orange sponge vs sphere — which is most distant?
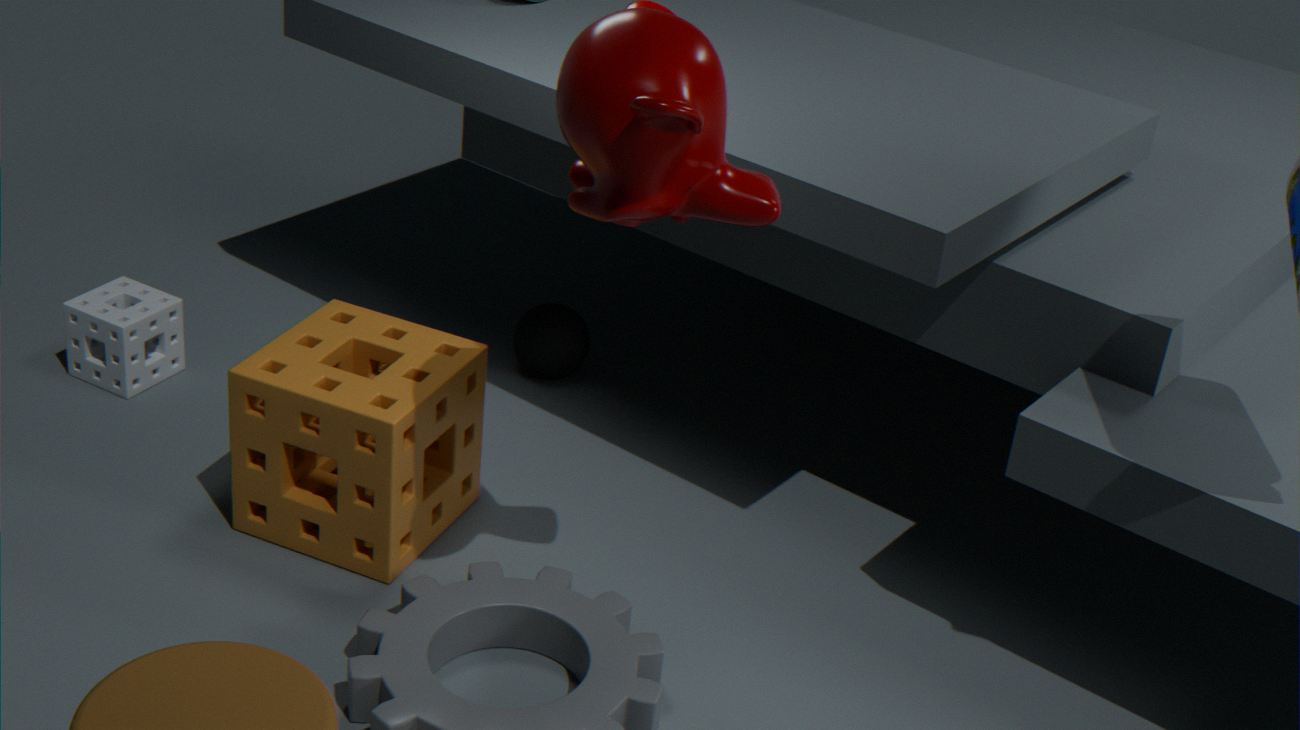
sphere
